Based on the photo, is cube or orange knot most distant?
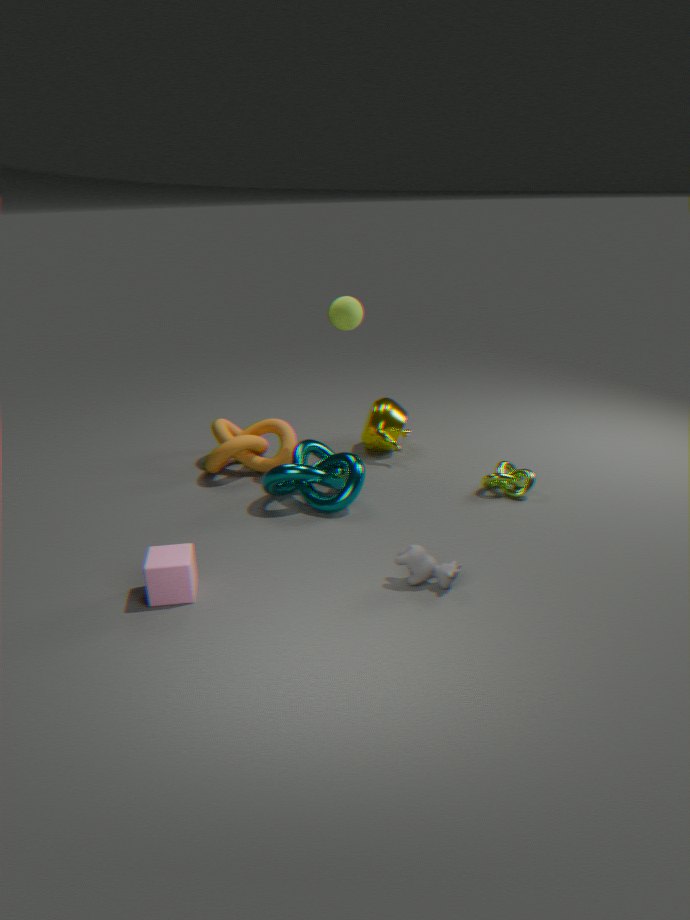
orange knot
